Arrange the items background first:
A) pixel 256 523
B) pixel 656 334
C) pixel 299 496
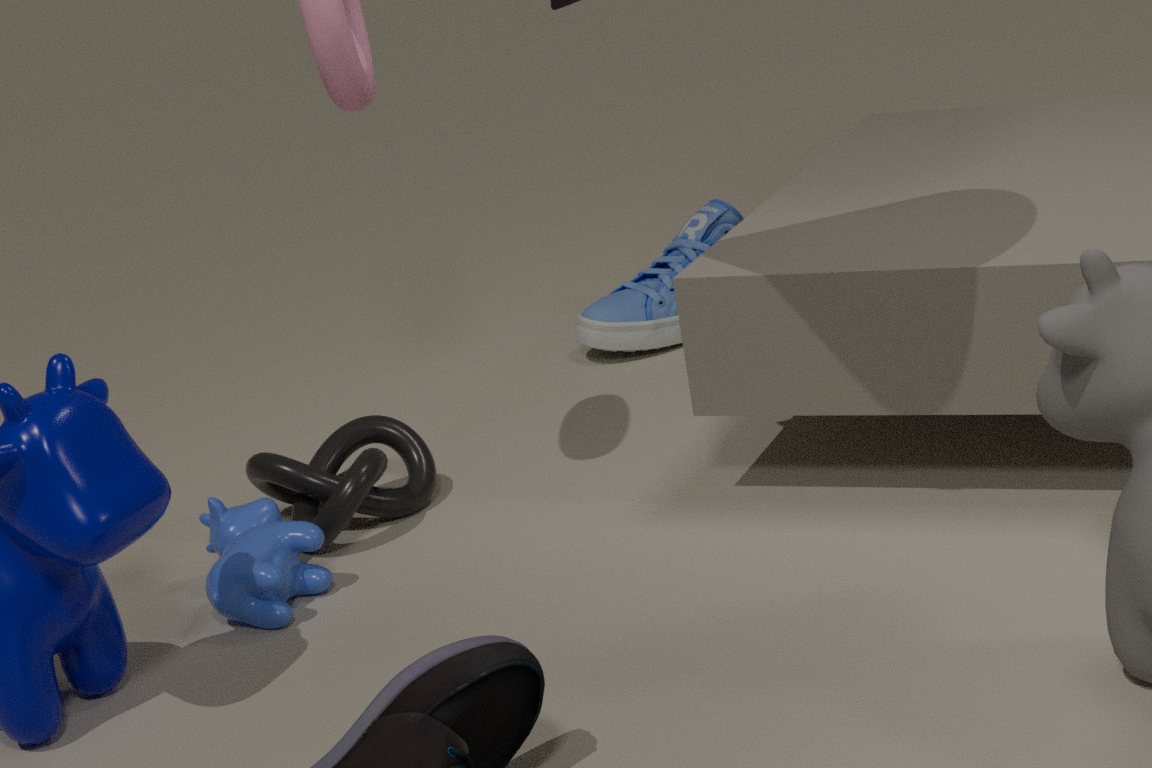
1. pixel 656 334
2. pixel 299 496
3. pixel 256 523
